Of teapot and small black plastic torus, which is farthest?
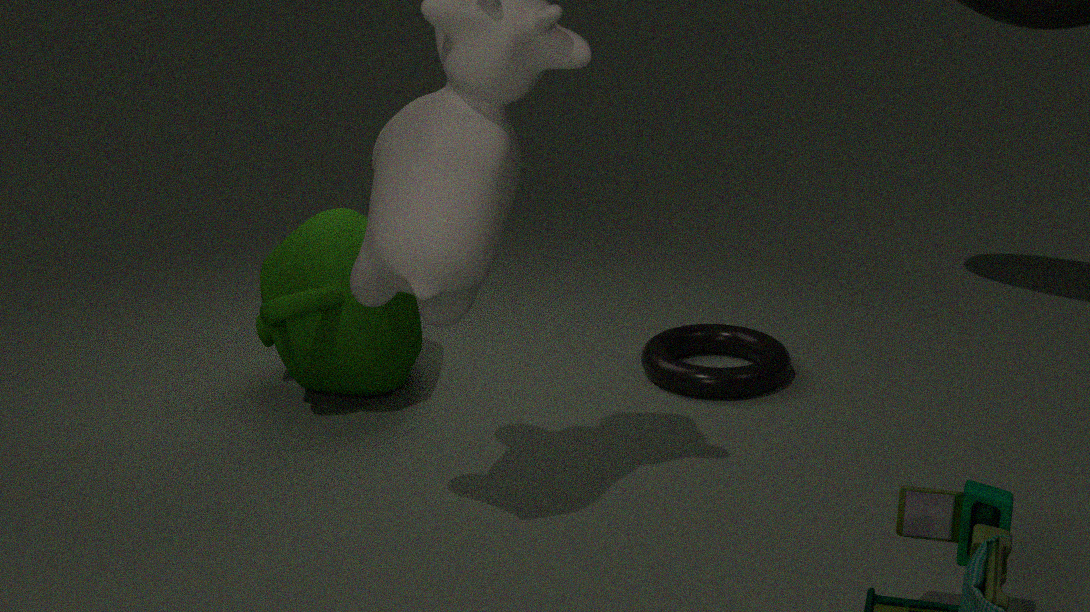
small black plastic torus
